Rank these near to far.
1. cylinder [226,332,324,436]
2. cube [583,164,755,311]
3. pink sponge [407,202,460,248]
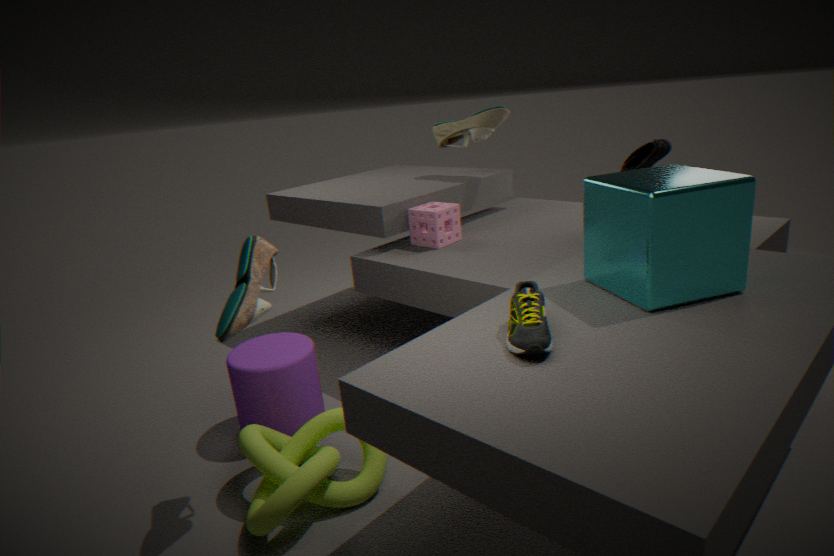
1. cube [583,164,755,311]
2. cylinder [226,332,324,436]
3. pink sponge [407,202,460,248]
